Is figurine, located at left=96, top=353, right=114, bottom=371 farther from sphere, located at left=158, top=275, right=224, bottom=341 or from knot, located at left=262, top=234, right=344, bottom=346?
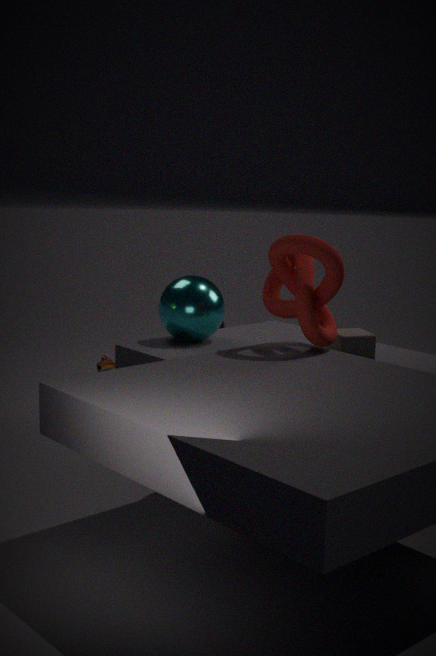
knot, located at left=262, top=234, right=344, bottom=346
